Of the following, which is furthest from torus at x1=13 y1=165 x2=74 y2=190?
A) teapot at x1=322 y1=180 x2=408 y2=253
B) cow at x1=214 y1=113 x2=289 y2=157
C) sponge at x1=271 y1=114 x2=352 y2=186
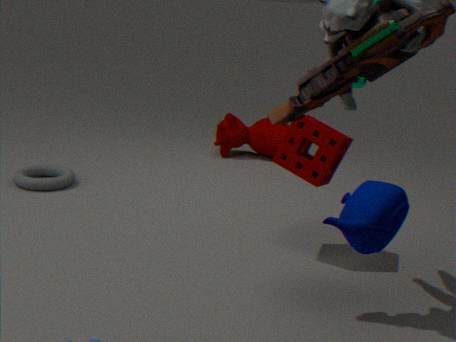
teapot at x1=322 y1=180 x2=408 y2=253
